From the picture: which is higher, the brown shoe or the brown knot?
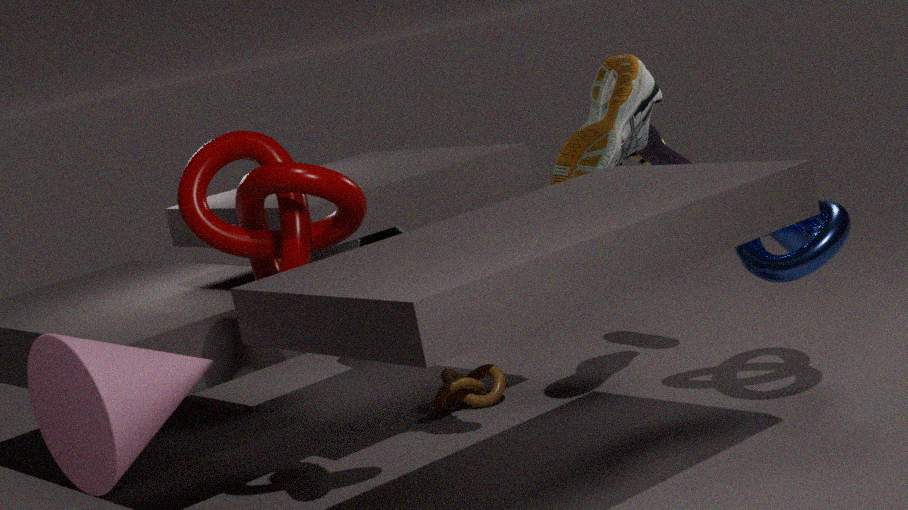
the brown shoe
